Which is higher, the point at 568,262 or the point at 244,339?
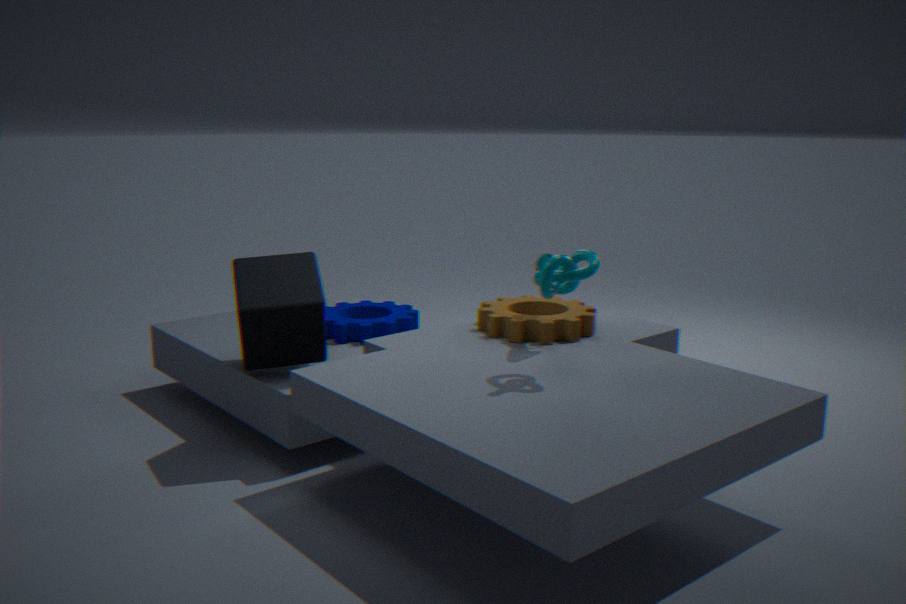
the point at 568,262
